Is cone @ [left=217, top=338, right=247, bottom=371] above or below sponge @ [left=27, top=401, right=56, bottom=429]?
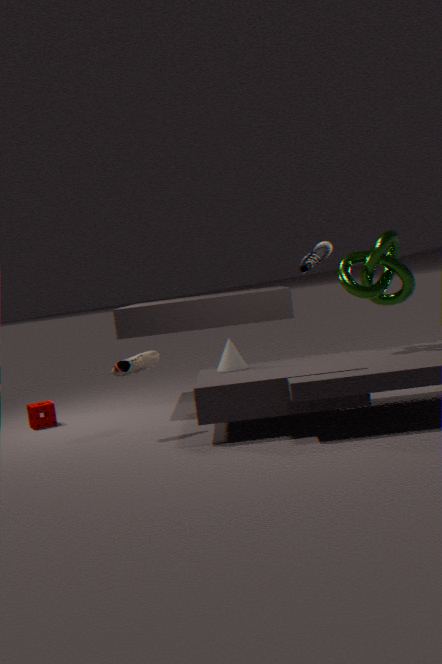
above
